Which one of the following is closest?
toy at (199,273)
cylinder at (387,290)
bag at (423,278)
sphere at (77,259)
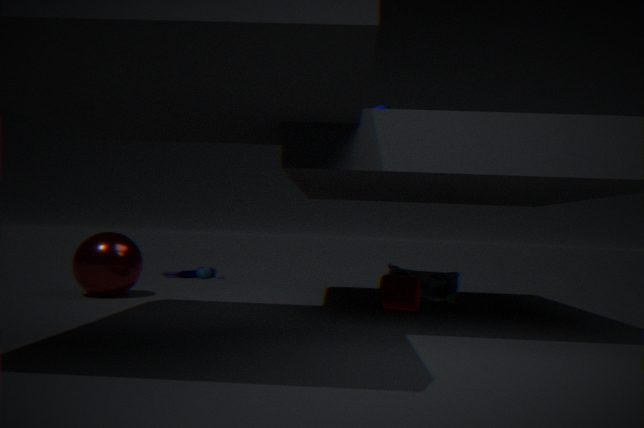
cylinder at (387,290)
